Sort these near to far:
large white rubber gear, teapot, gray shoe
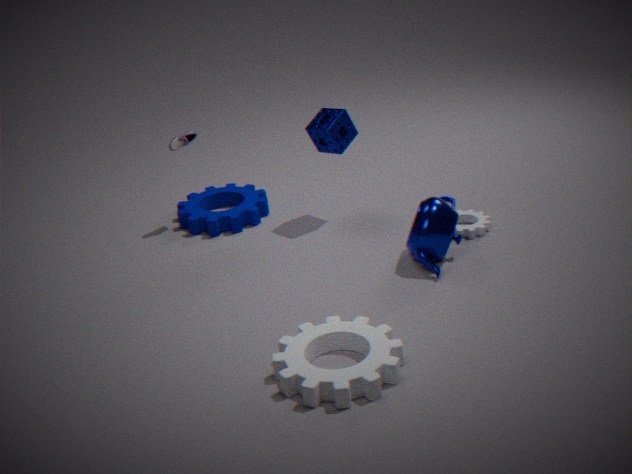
large white rubber gear, teapot, gray shoe
